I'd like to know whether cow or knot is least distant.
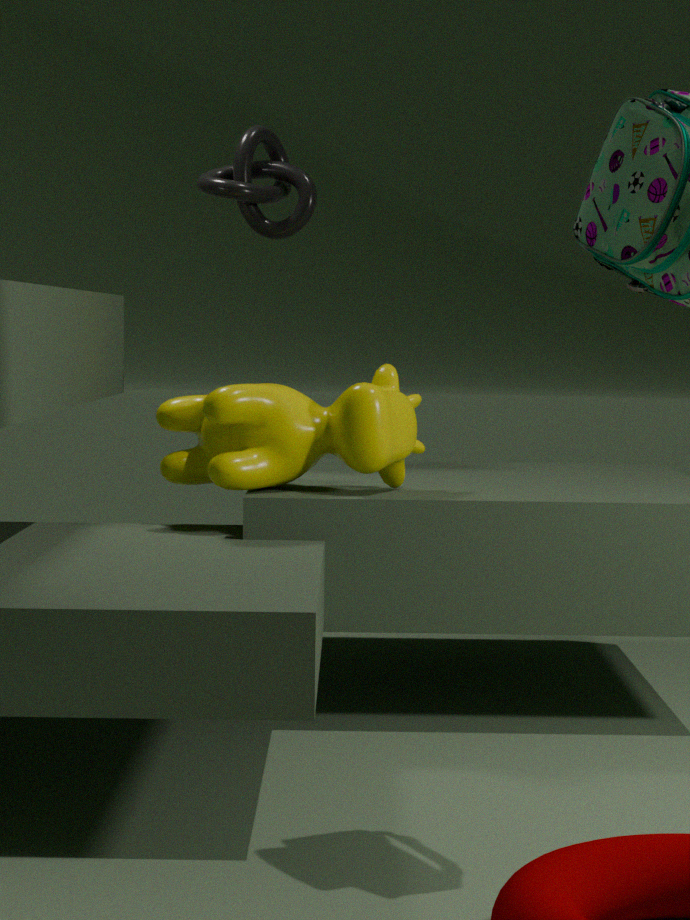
cow
